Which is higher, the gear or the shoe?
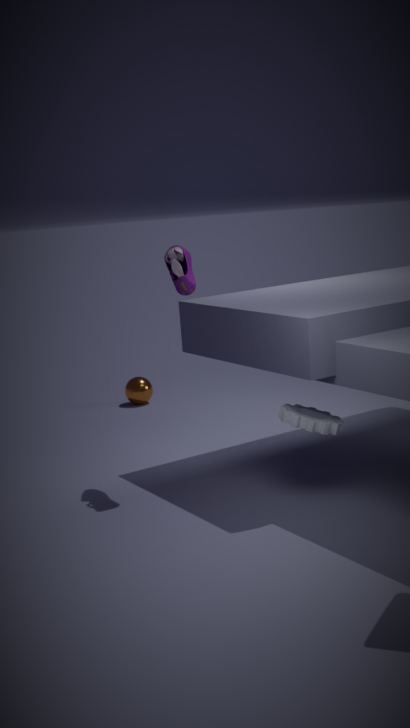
the shoe
